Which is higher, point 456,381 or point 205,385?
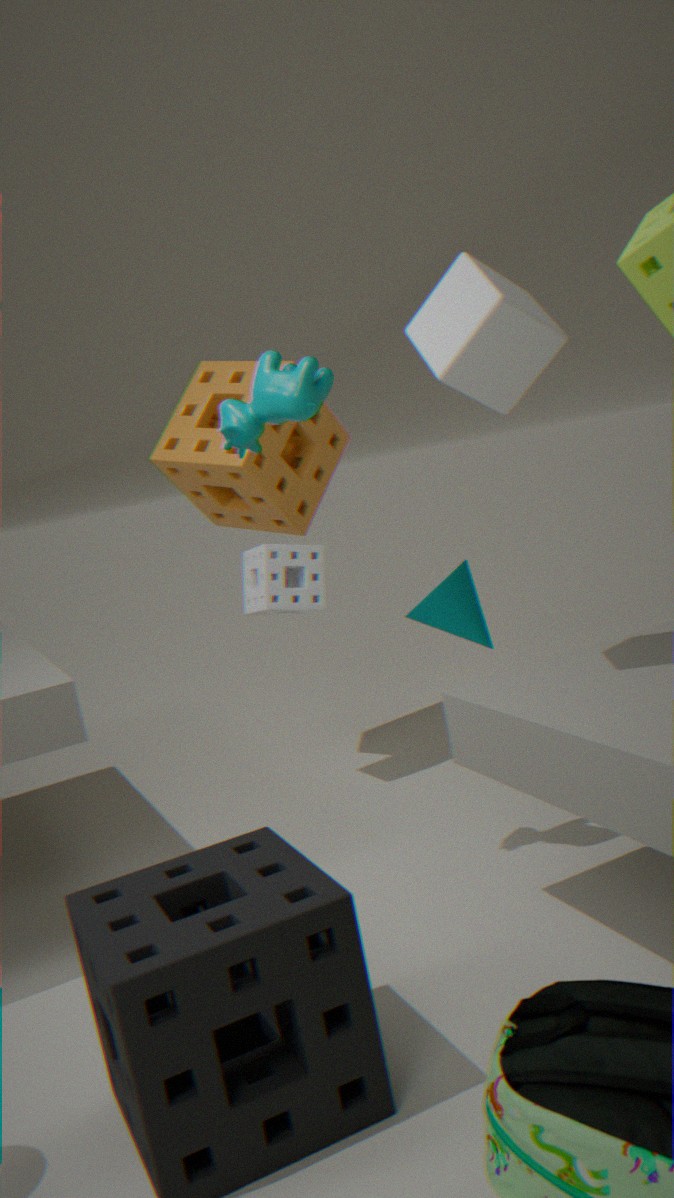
point 456,381
